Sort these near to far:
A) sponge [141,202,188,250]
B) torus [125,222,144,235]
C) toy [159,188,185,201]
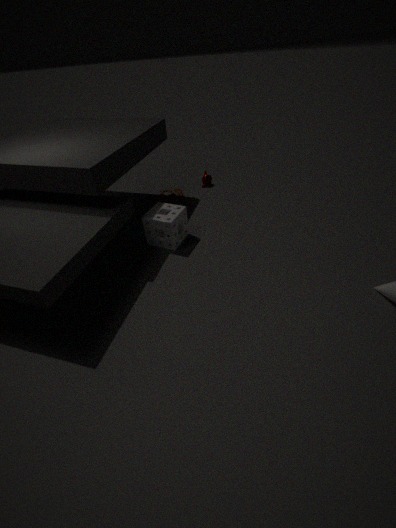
sponge [141,202,188,250] < torus [125,222,144,235] < toy [159,188,185,201]
